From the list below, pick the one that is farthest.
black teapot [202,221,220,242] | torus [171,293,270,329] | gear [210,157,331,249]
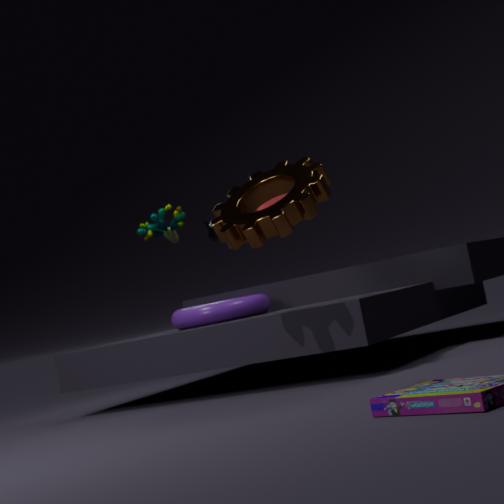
black teapot [202,221,220,242]
